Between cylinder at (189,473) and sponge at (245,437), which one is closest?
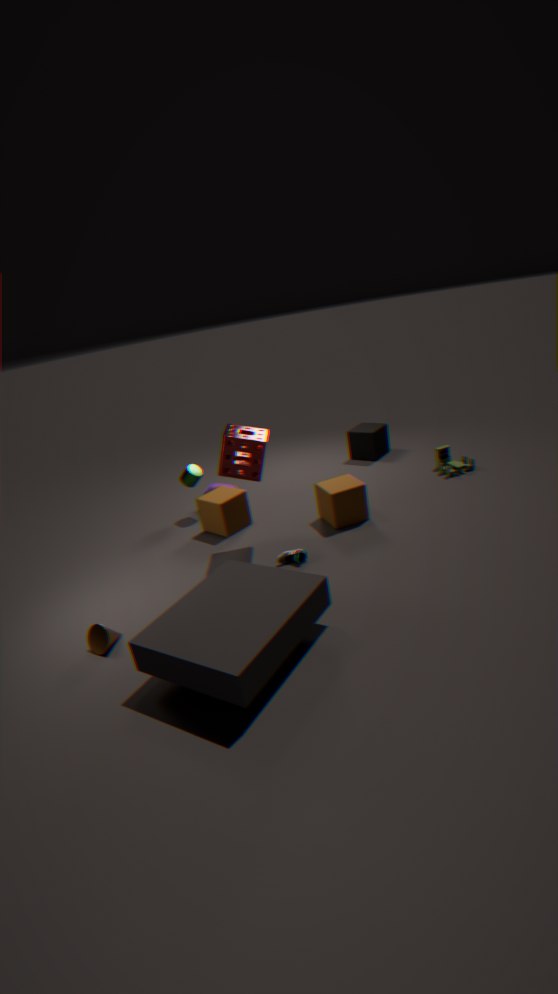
sponge at (245,437)
